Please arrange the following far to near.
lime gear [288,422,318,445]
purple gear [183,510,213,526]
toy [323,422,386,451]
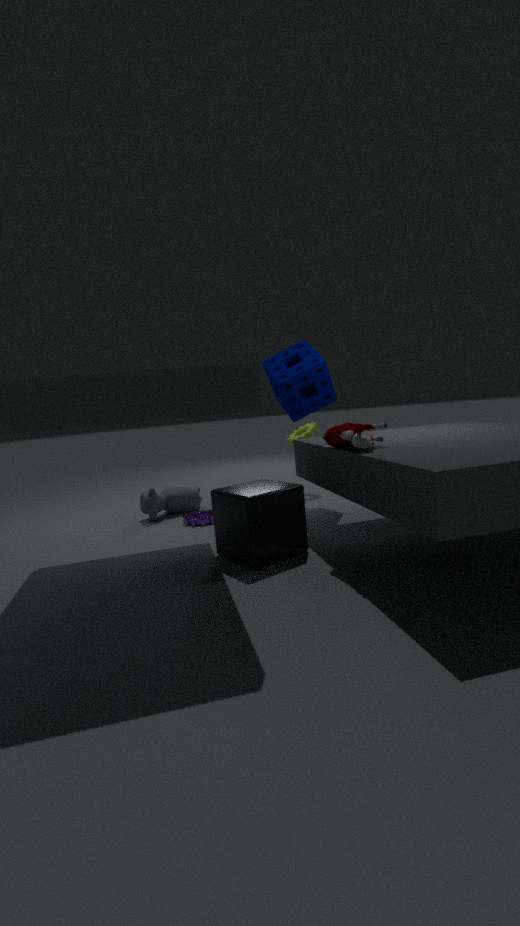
lime gear [288,422,318,445]
purple gear [183,510,213,526]
toy [323,422,386,451]
